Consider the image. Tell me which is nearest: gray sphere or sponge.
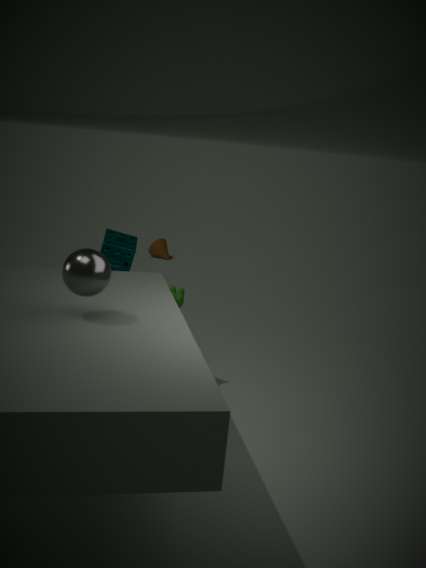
gray sphere
